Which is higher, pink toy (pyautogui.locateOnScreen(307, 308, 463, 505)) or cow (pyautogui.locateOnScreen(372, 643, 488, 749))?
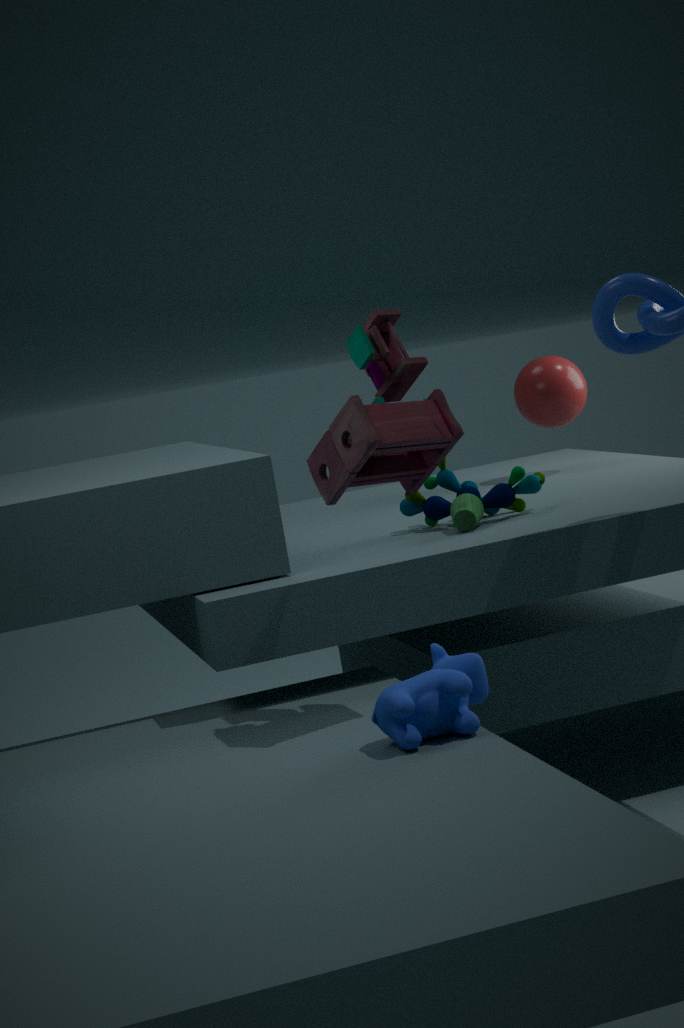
pink toy (pyautogui.locateOnScreen(307, 308, 463, 505))
